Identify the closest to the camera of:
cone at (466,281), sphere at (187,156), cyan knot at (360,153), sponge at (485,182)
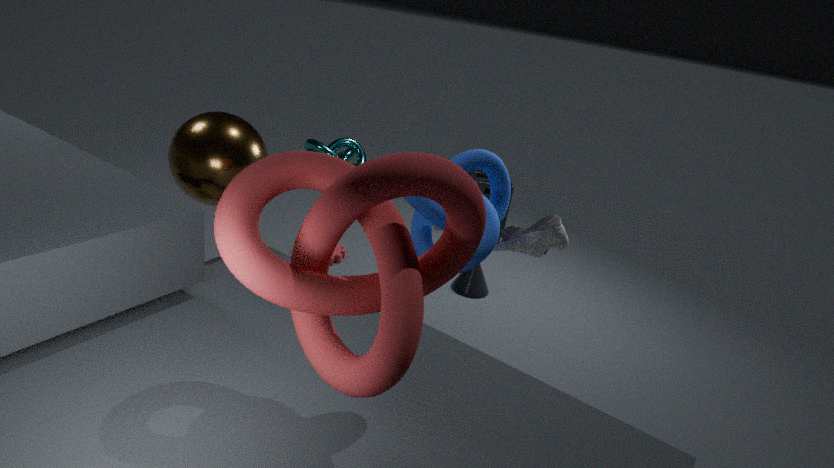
sphere at (187,156)
